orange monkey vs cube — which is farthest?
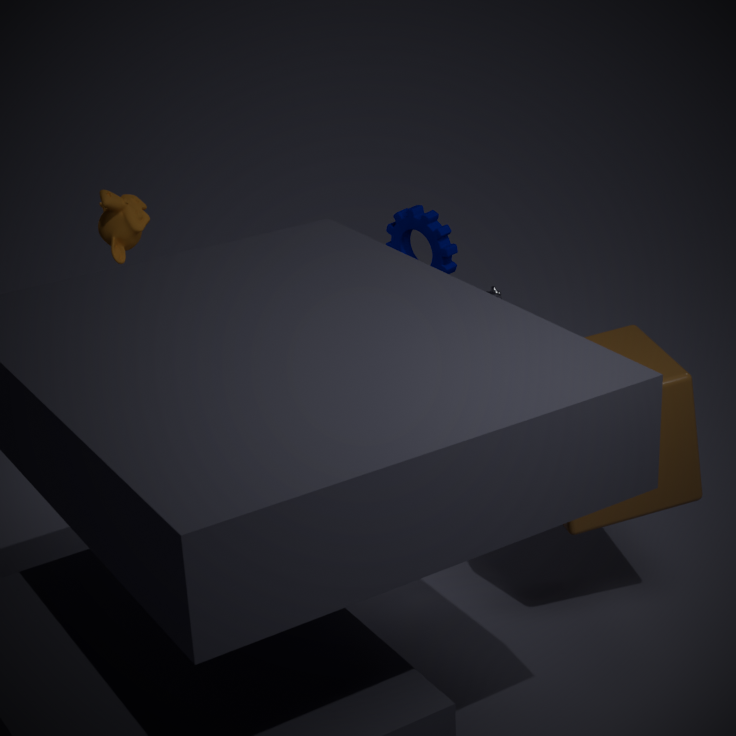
orange monkey
